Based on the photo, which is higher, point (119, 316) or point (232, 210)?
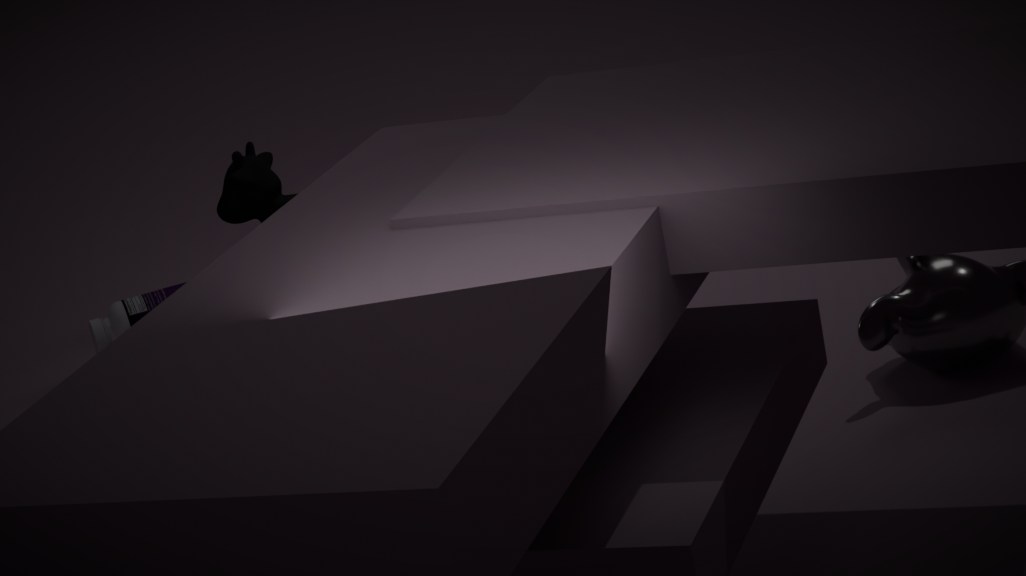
point (232, 210)
